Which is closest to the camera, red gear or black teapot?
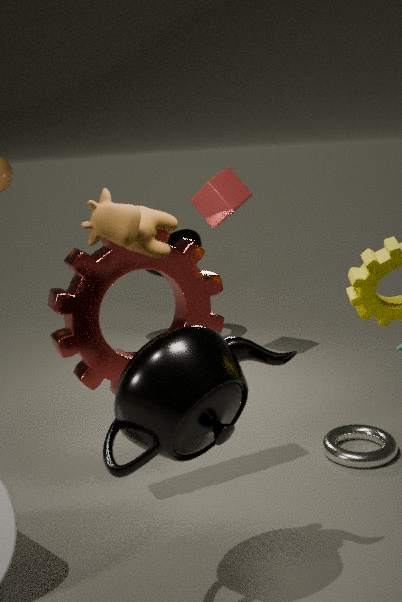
black teapot
